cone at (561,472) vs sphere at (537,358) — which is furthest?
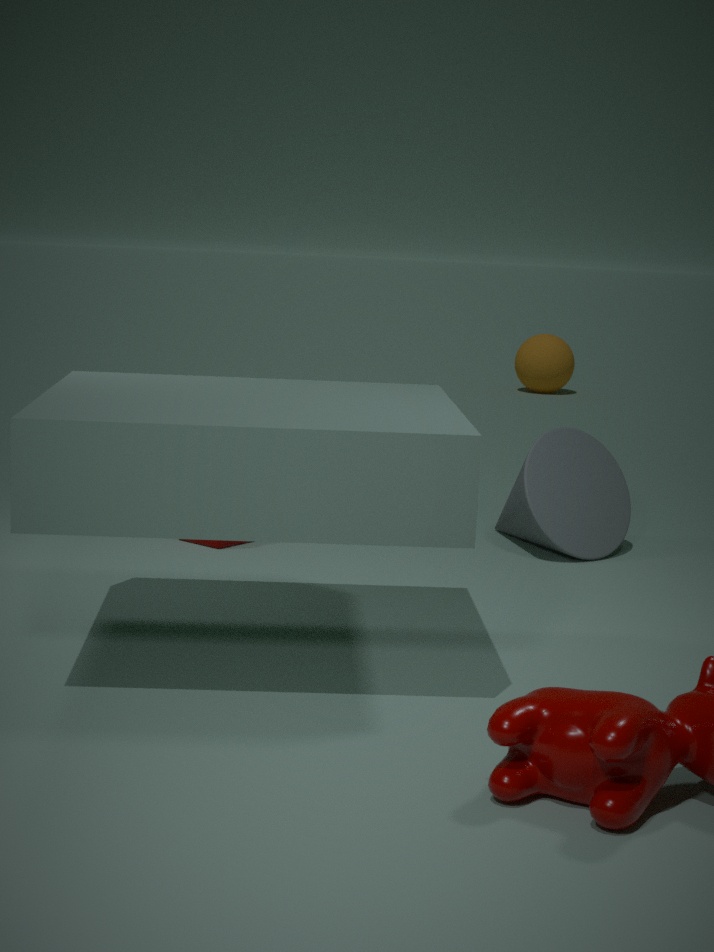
sphere at (537,358)
